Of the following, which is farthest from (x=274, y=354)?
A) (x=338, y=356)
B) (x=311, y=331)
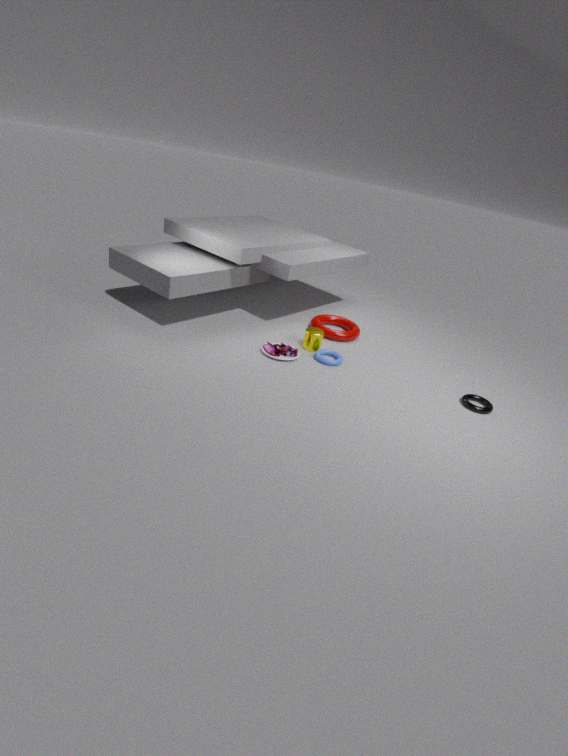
(x=338, y=356)
